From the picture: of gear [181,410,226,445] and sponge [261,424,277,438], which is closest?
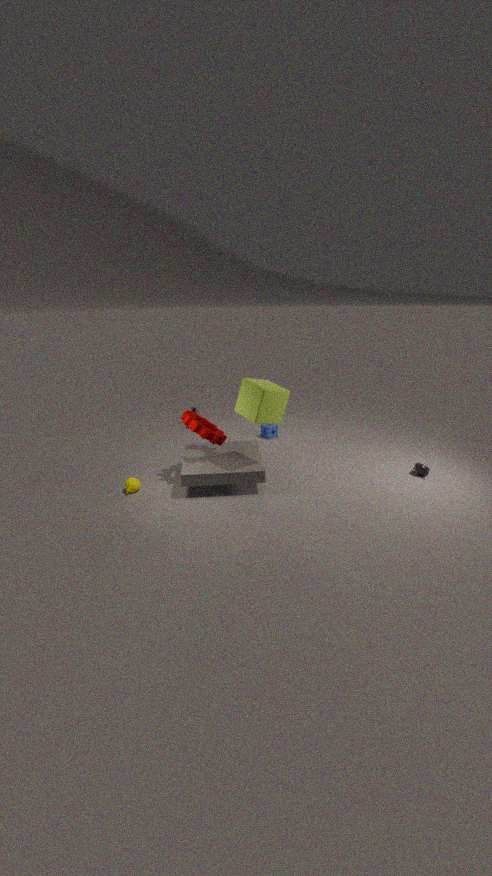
gear [181,410,226,445]
